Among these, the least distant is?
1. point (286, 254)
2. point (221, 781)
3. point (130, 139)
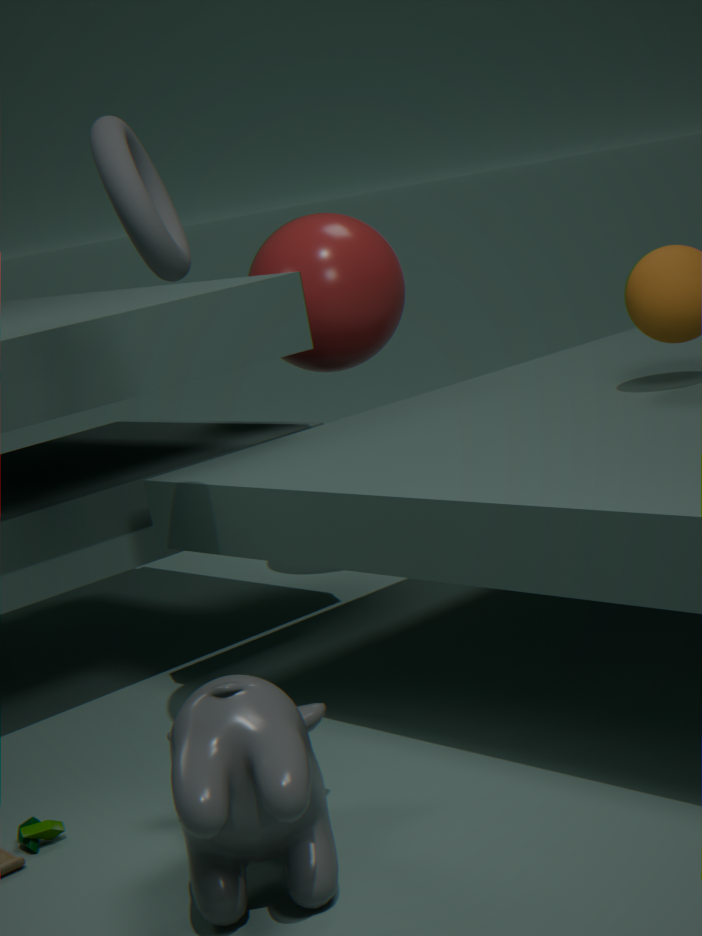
point (221, 781)
